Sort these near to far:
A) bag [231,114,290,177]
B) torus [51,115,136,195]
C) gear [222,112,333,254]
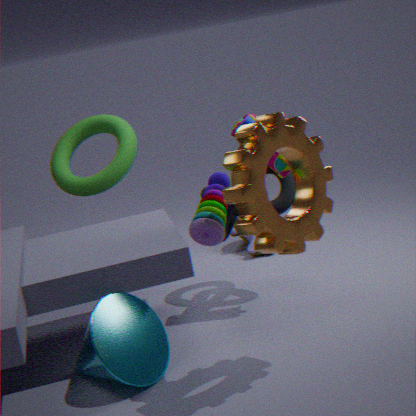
gear [222,112,333,254] < bag [231,114,290,177] < torus [51,115,136,195]
